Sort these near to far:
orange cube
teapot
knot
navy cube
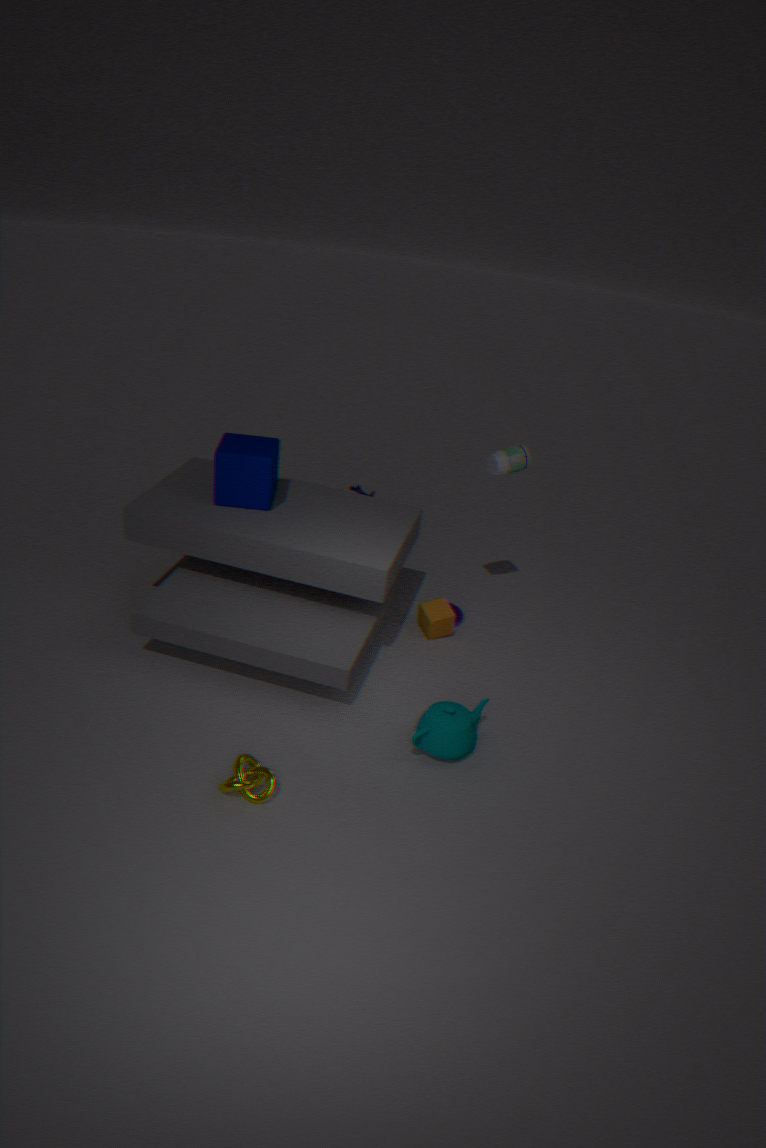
knot → teapot → navy cube → orange cube
